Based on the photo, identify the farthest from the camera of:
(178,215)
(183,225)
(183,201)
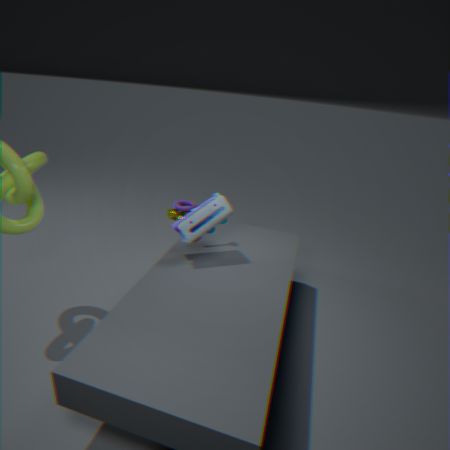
(183,201)
